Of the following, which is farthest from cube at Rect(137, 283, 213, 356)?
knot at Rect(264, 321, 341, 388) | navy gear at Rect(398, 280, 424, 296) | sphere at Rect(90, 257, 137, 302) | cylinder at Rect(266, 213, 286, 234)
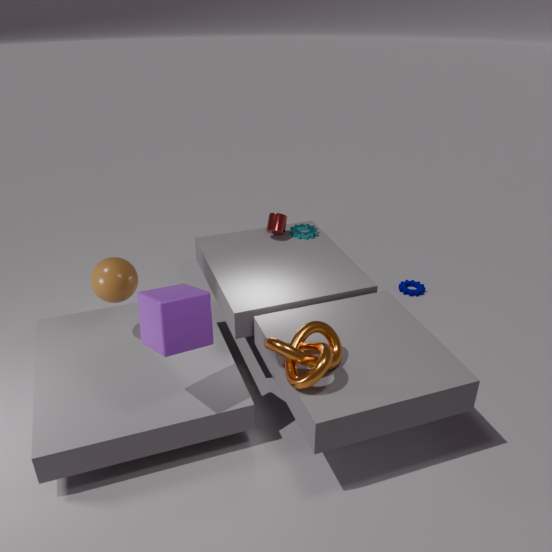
navy gear at Rect(398, 280, 424, 296)
